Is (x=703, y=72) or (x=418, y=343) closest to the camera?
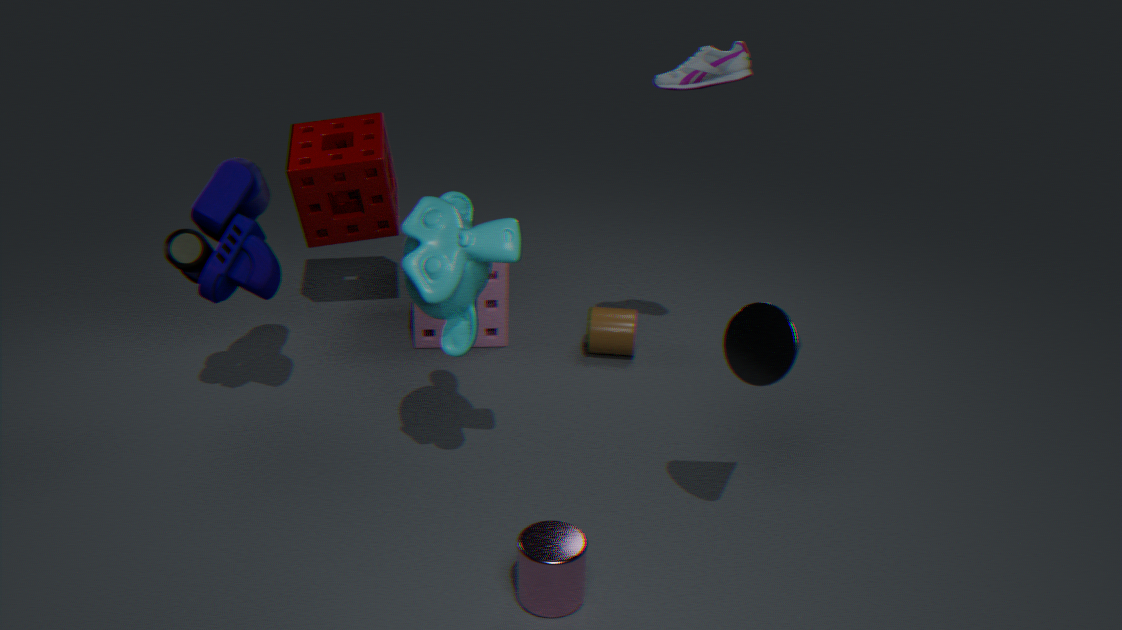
(x=703, y=72)
